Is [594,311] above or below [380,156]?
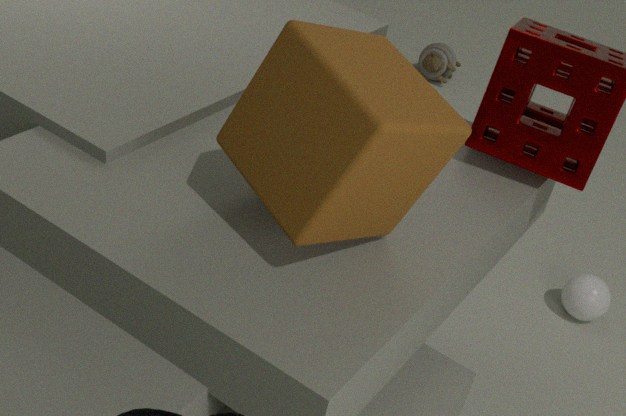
below
